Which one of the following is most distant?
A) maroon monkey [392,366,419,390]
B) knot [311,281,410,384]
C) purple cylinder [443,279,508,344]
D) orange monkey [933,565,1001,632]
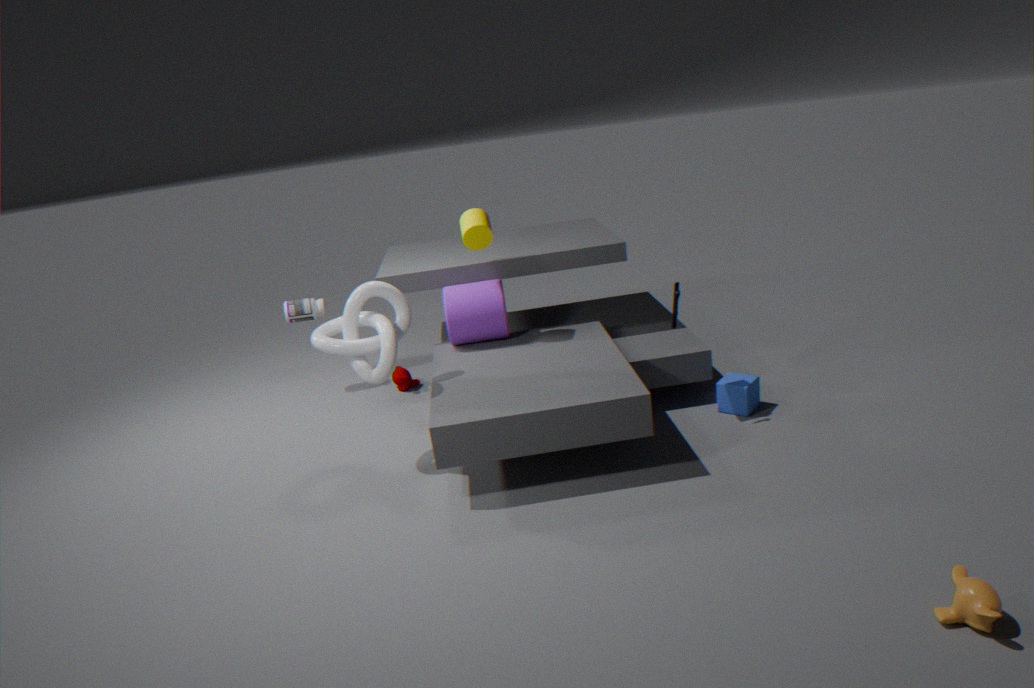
maroon monkey [392,366,419,390]
